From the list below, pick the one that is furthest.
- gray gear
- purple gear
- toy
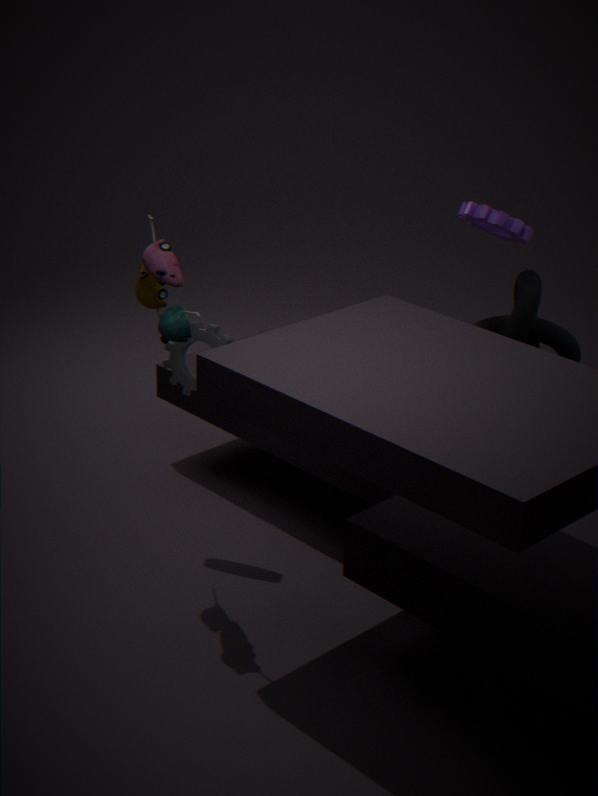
gray gear
